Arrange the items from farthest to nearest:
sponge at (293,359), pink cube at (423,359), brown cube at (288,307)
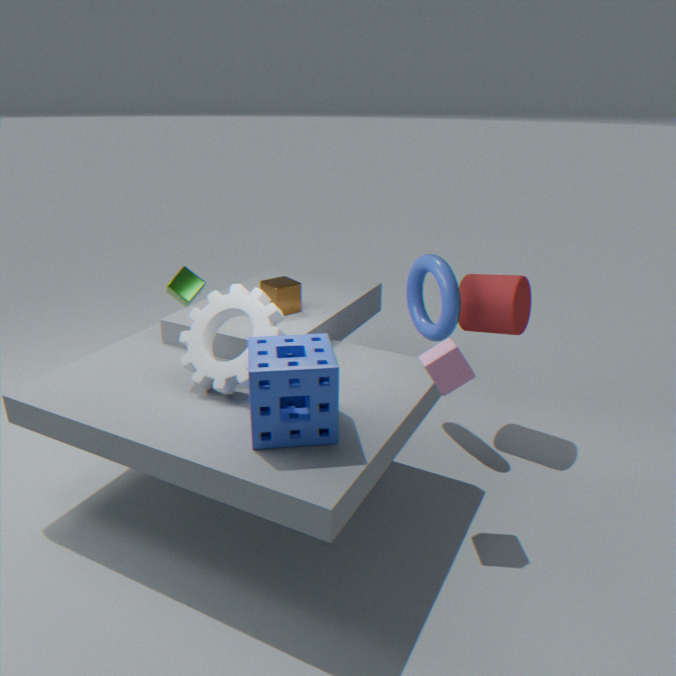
brown cube at (288,307) → pink cube at (423,359) → sponge at (293,359)
